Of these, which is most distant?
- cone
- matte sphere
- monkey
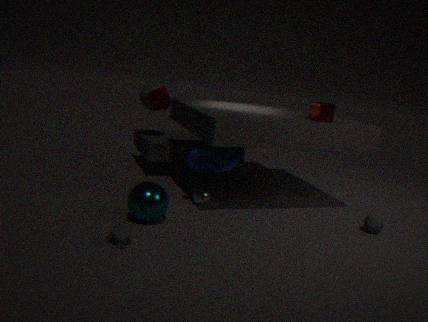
matte sphere
